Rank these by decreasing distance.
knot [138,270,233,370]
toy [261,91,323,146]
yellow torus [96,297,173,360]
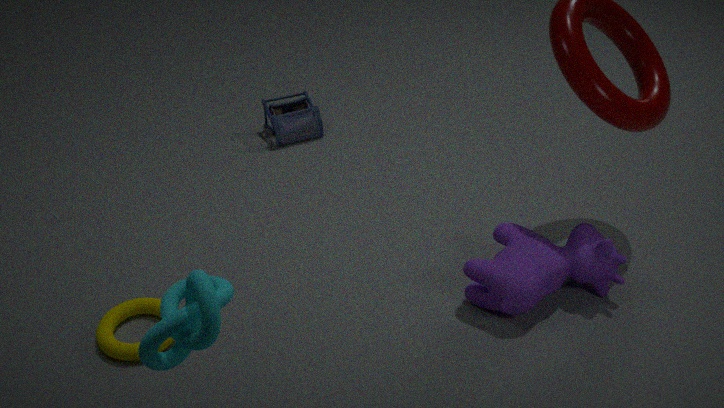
toy [261,91,323,146]
yellow torus [96,297,173,360]
knot [138,270,233,370]
